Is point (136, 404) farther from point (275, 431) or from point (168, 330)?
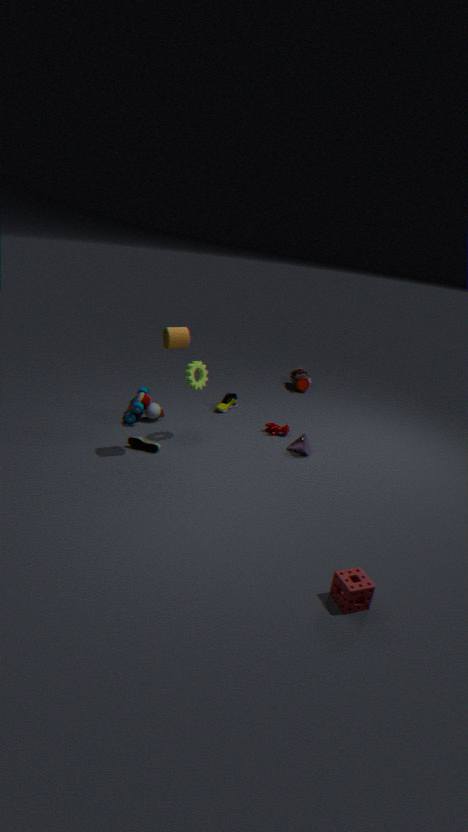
point (275, 431)
